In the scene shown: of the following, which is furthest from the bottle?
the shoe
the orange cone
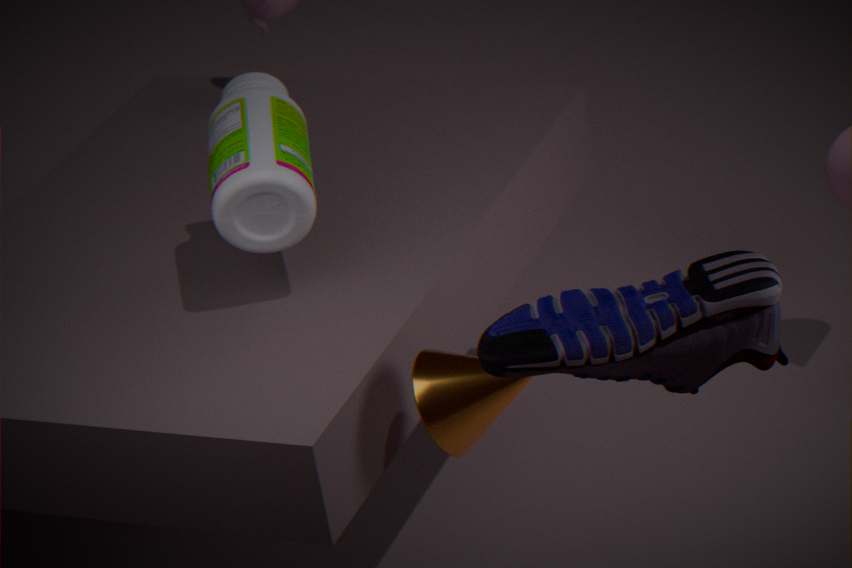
the shoe
